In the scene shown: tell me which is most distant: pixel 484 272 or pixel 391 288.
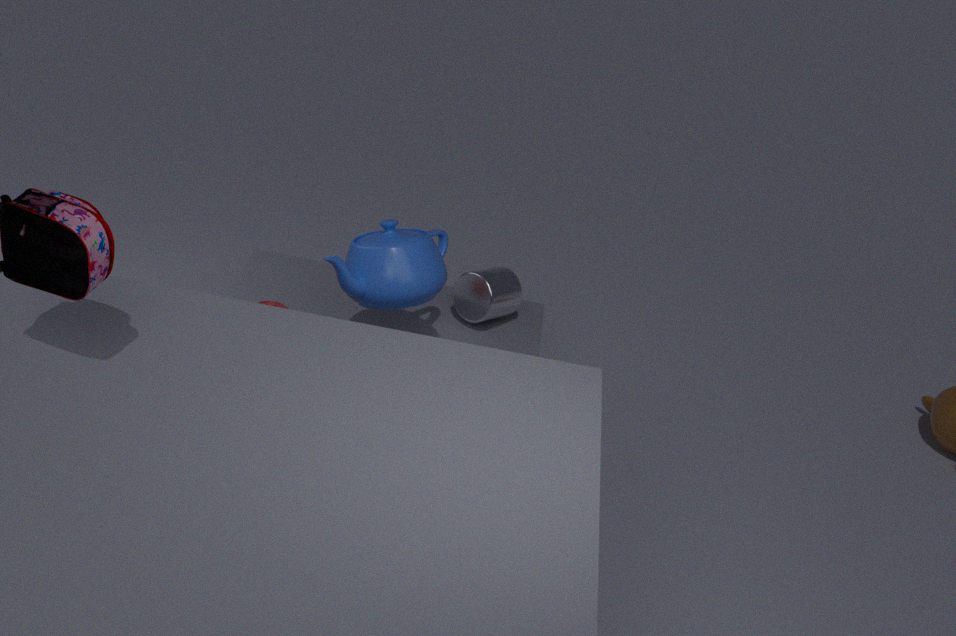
Answer: pixel 484 272
